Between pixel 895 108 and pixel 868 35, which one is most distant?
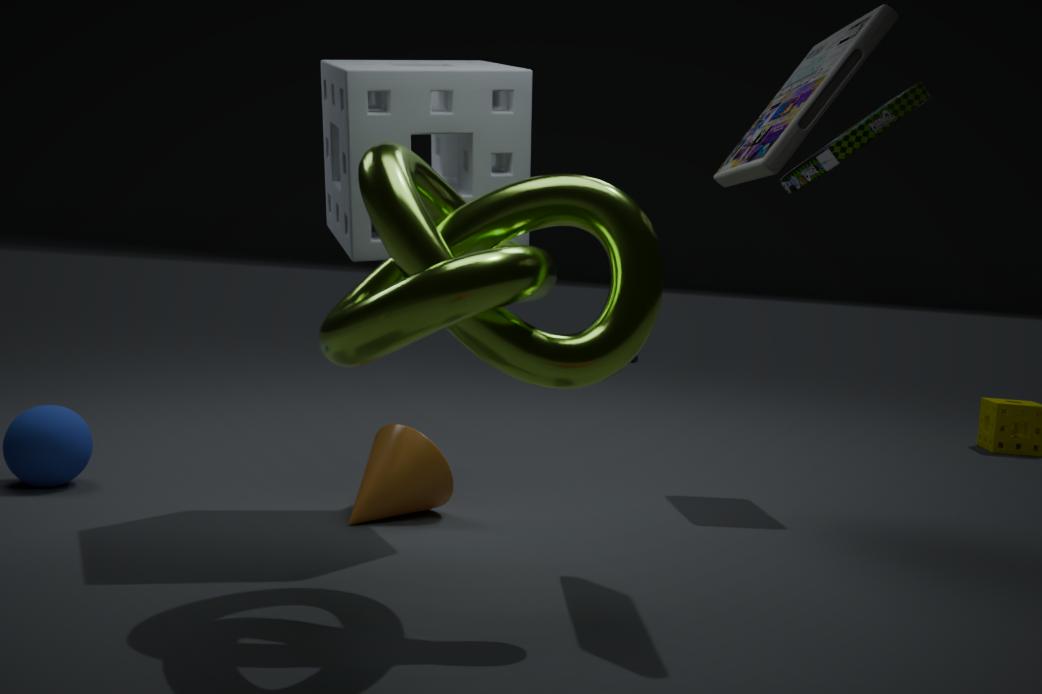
pixel 895 108
